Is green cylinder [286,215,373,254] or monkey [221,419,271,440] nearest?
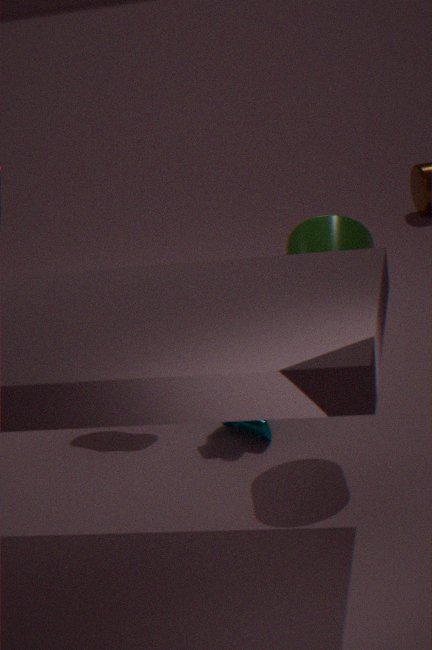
green cylinder [286,215,373,254]
